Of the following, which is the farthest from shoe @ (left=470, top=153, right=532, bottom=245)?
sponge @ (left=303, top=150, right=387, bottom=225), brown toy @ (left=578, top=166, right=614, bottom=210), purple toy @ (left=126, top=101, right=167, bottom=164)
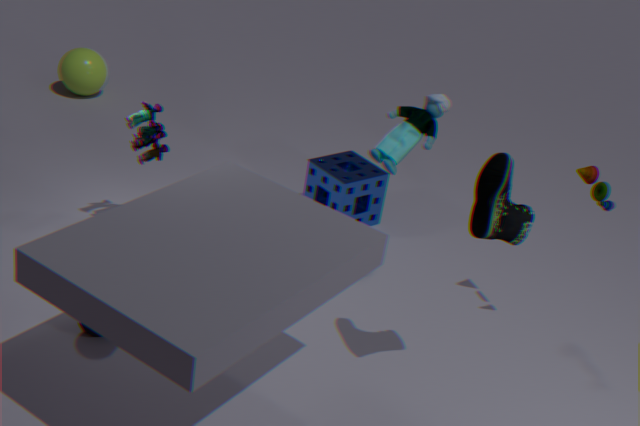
purple toy @ (left=126, top=101, right=167, bottom=164)
